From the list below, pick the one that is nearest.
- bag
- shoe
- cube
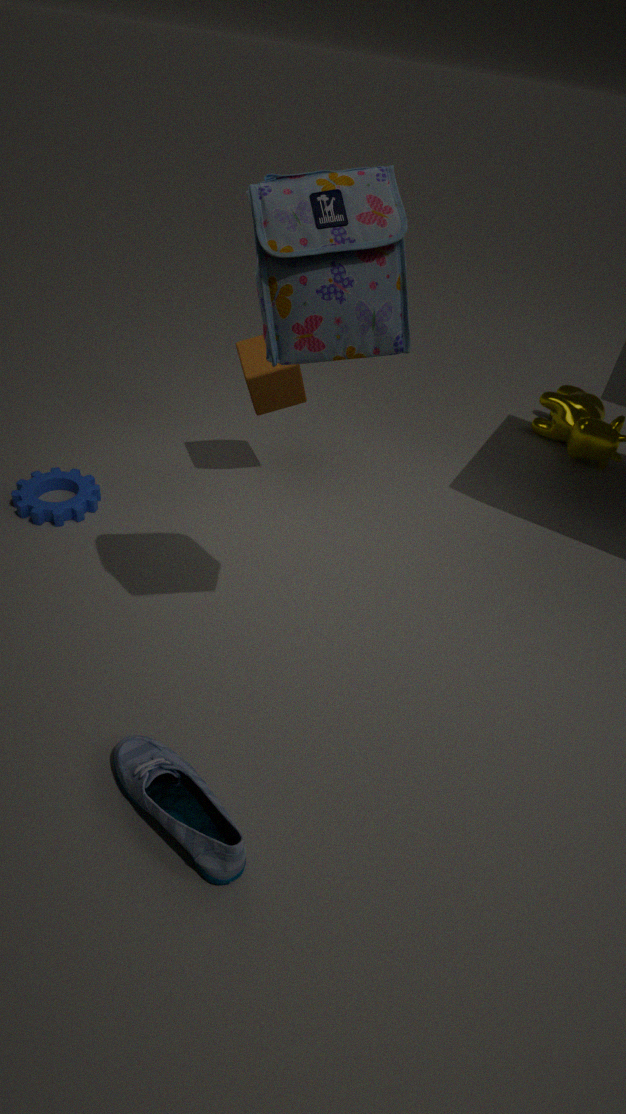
bag
